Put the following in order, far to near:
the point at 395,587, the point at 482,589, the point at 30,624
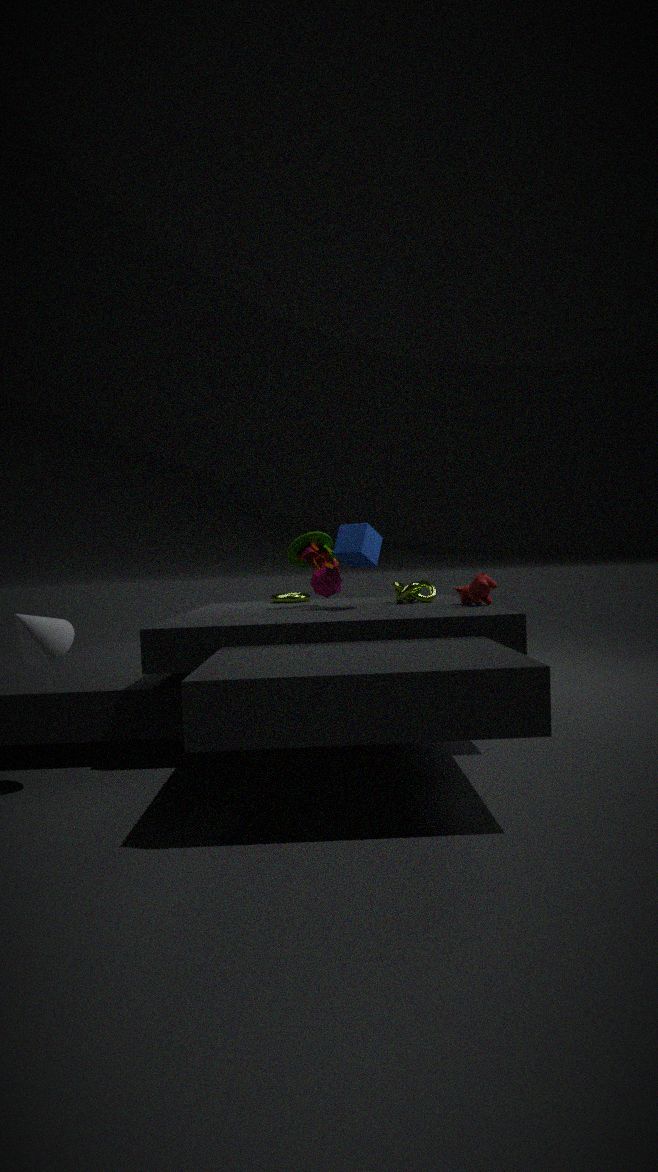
the point at 395,587, the point at 482,589, the point at 30,624
